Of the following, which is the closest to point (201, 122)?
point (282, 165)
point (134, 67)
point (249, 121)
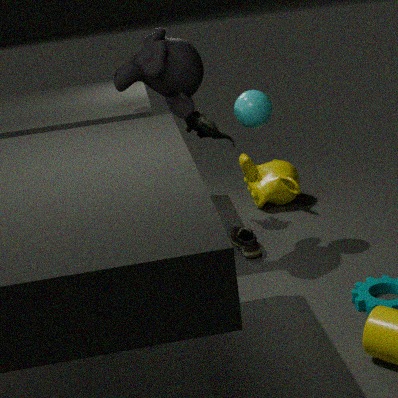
point (249, 121)
